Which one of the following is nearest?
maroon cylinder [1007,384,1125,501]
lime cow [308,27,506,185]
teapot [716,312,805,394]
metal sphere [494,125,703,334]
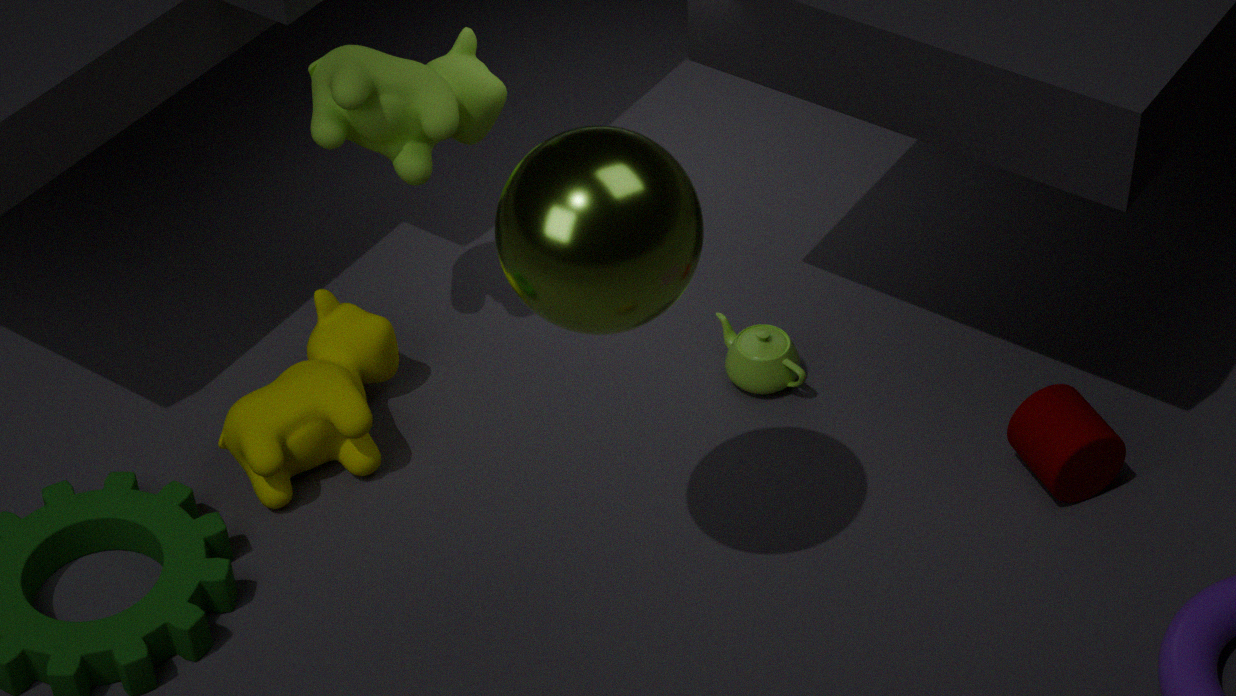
metal sphere [494,125,703,334]
